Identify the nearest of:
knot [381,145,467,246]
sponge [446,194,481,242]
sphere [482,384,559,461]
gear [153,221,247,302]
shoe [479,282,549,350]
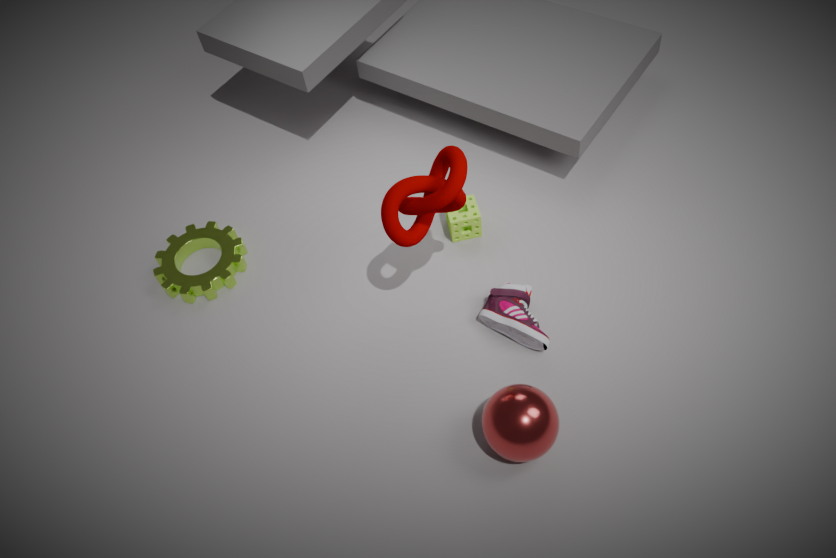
sphere [482,384,559,461]
